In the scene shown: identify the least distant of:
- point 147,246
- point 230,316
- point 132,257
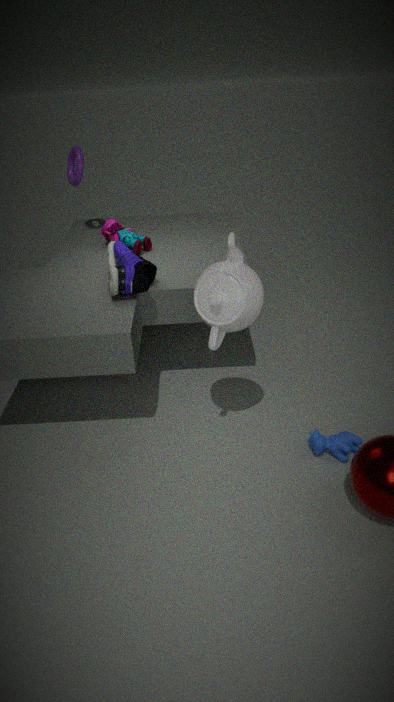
point 230,316
